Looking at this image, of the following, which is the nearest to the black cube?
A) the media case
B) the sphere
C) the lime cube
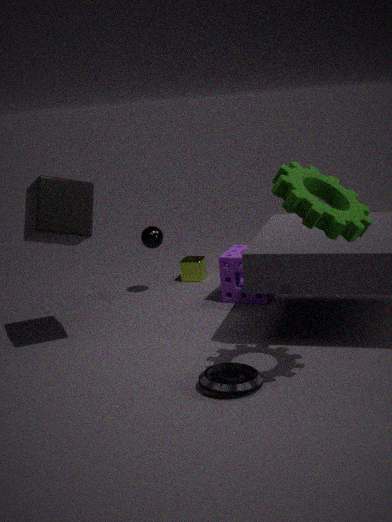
the sphere
